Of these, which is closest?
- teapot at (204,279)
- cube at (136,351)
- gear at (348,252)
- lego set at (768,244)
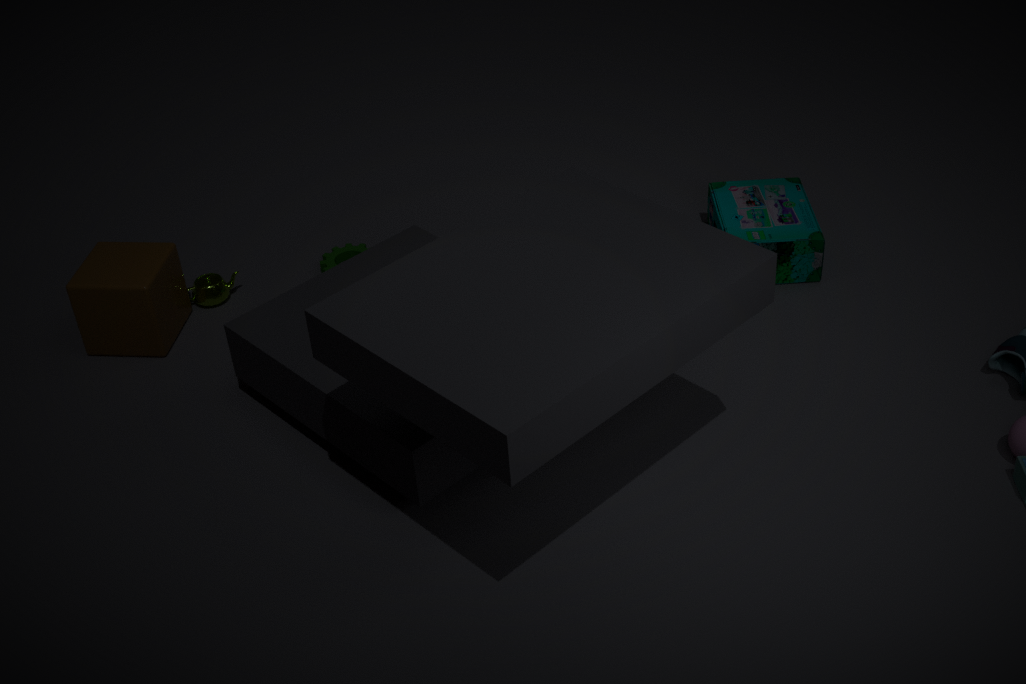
cube at (136,351)
